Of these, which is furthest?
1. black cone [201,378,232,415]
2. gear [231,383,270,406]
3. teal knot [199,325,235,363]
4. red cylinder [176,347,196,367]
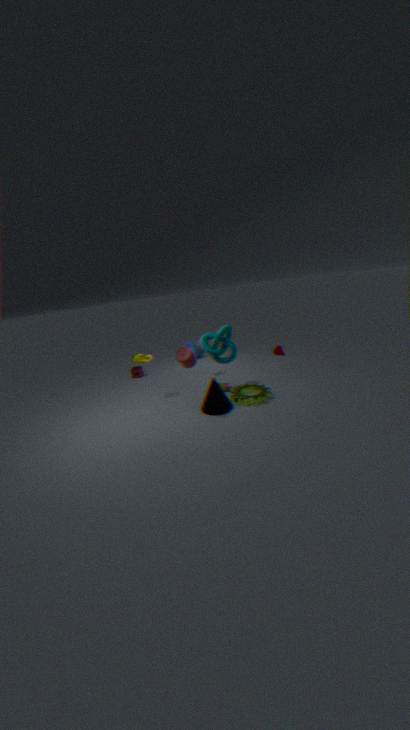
teal knot [199,325,235,363]
